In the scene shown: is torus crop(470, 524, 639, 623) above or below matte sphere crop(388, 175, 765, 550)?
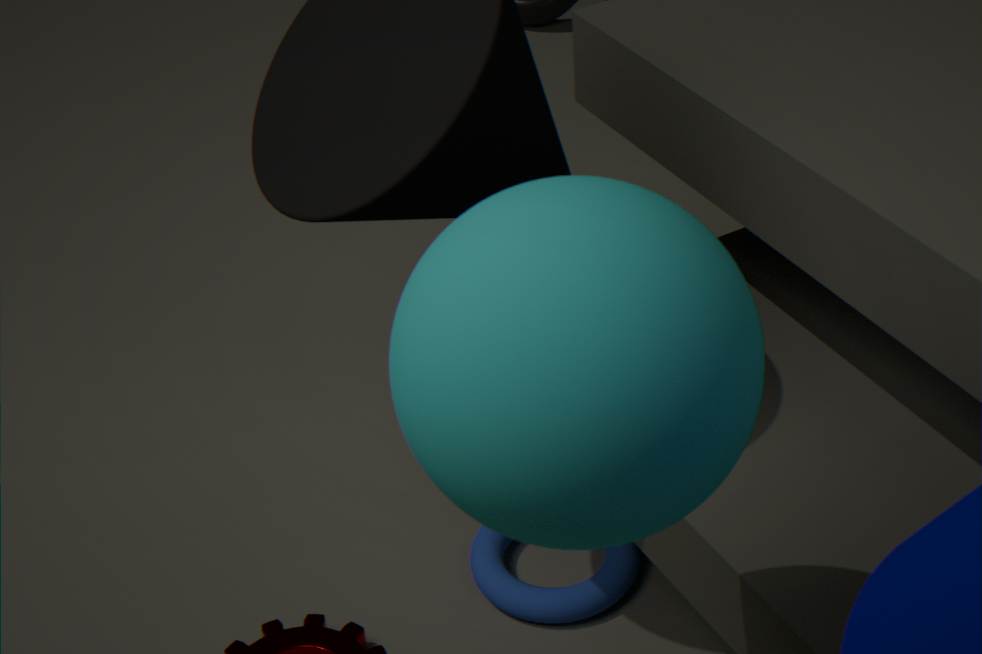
below
